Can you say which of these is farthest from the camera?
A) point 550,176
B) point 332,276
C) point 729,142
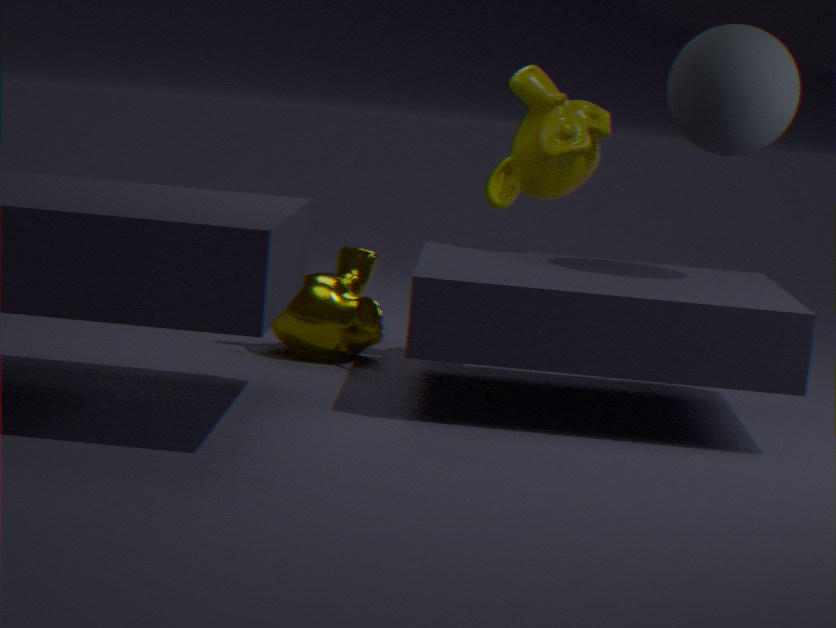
point 332,276
